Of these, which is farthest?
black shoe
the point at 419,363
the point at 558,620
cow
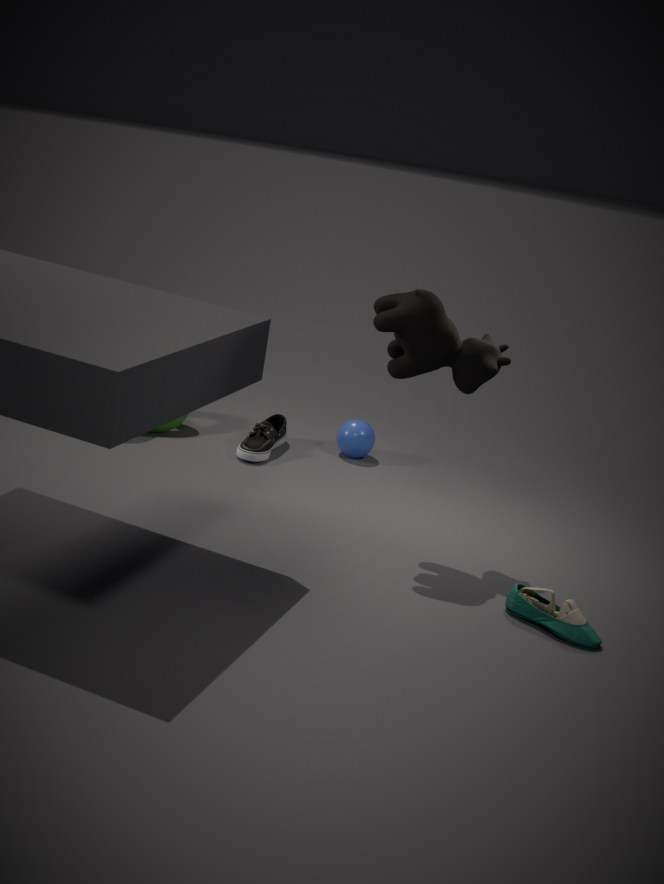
the point at 419,363
